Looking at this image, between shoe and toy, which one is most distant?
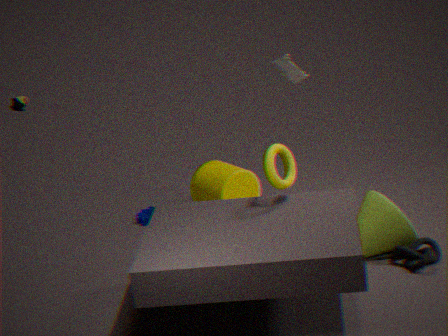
shoe
